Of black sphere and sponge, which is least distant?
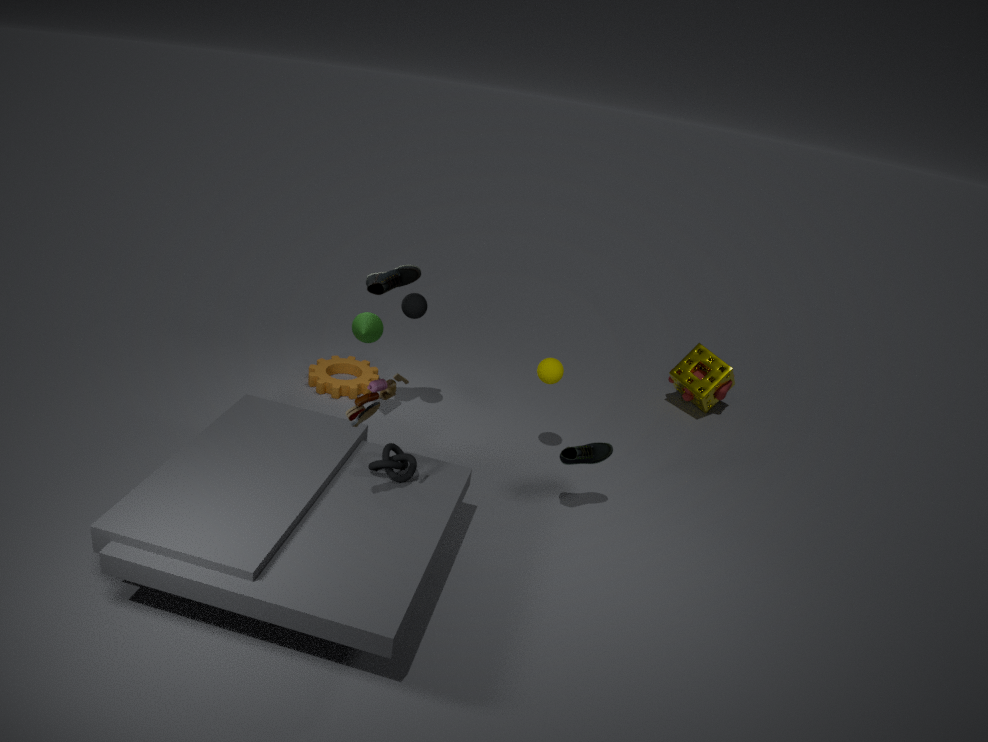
black sphere
